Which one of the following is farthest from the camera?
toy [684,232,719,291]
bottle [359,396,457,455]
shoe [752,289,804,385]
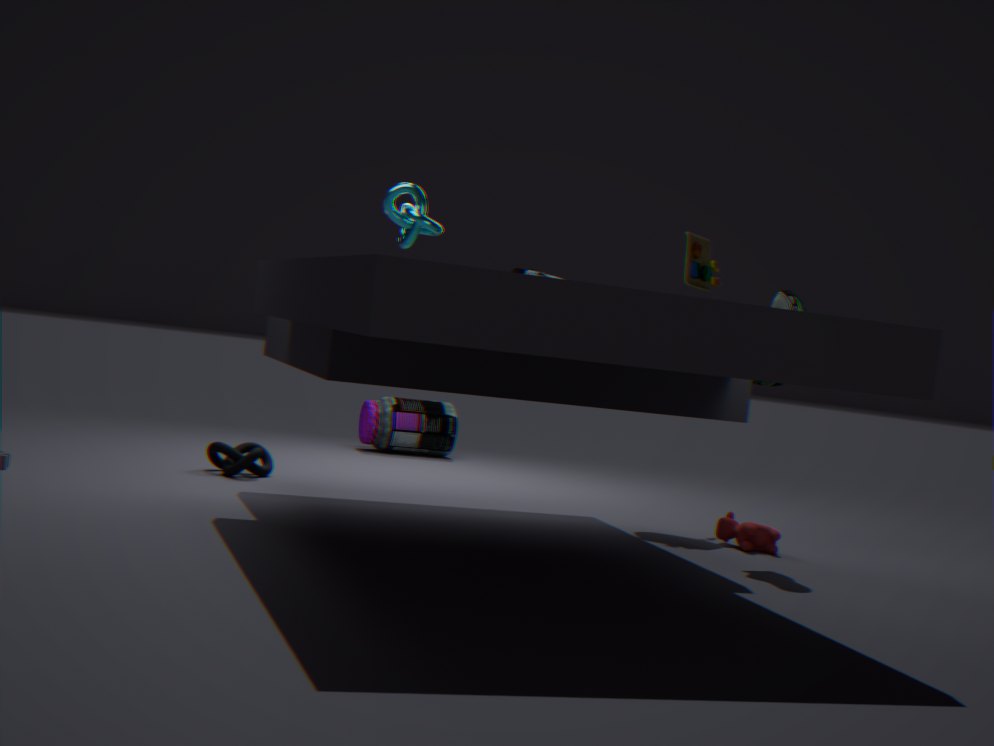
bottle [359,396,457,455]
